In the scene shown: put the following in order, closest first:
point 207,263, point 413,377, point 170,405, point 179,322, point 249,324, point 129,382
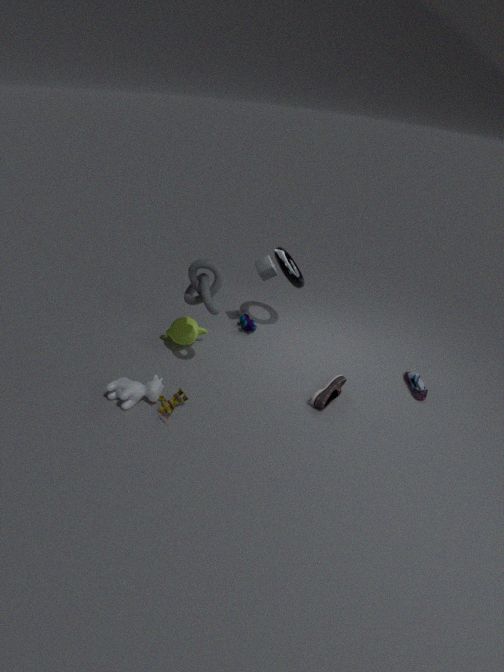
point 207,263 → point 170,405 → point 129,382 → point 413,377 → point 179,322 → point 249,324
